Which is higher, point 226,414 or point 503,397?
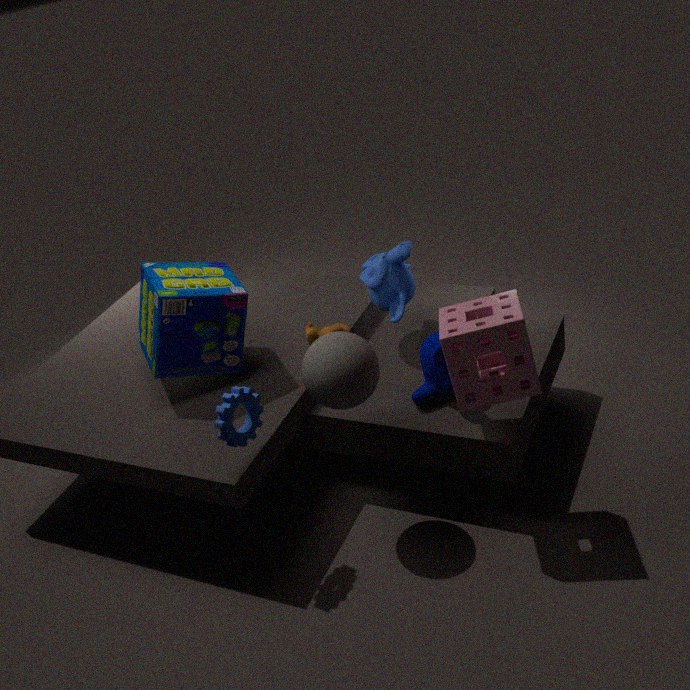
point 503,397
